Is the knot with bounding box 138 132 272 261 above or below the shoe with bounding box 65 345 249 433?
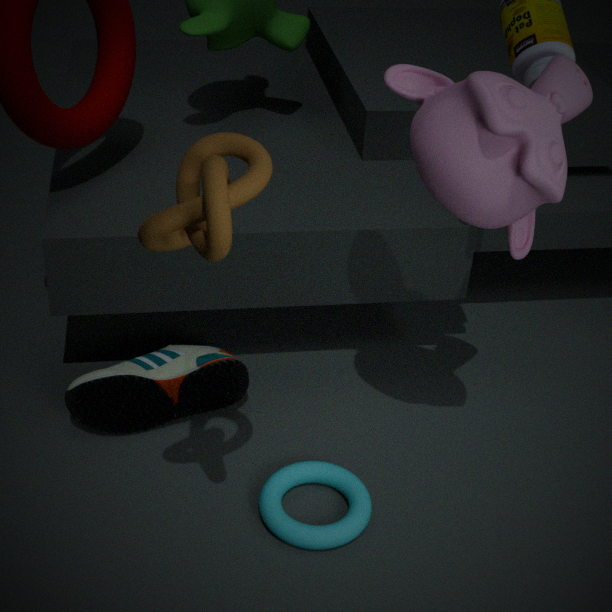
above
